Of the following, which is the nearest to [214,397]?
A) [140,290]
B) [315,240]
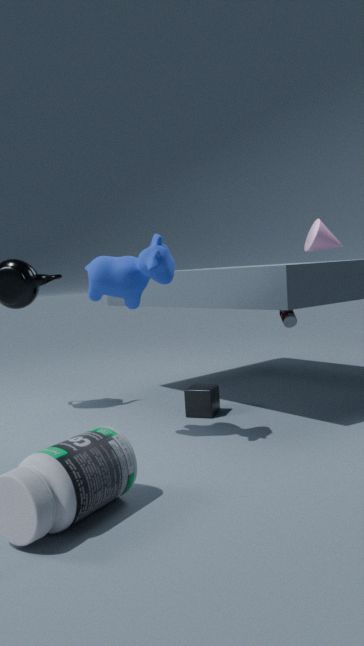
[140,290]
